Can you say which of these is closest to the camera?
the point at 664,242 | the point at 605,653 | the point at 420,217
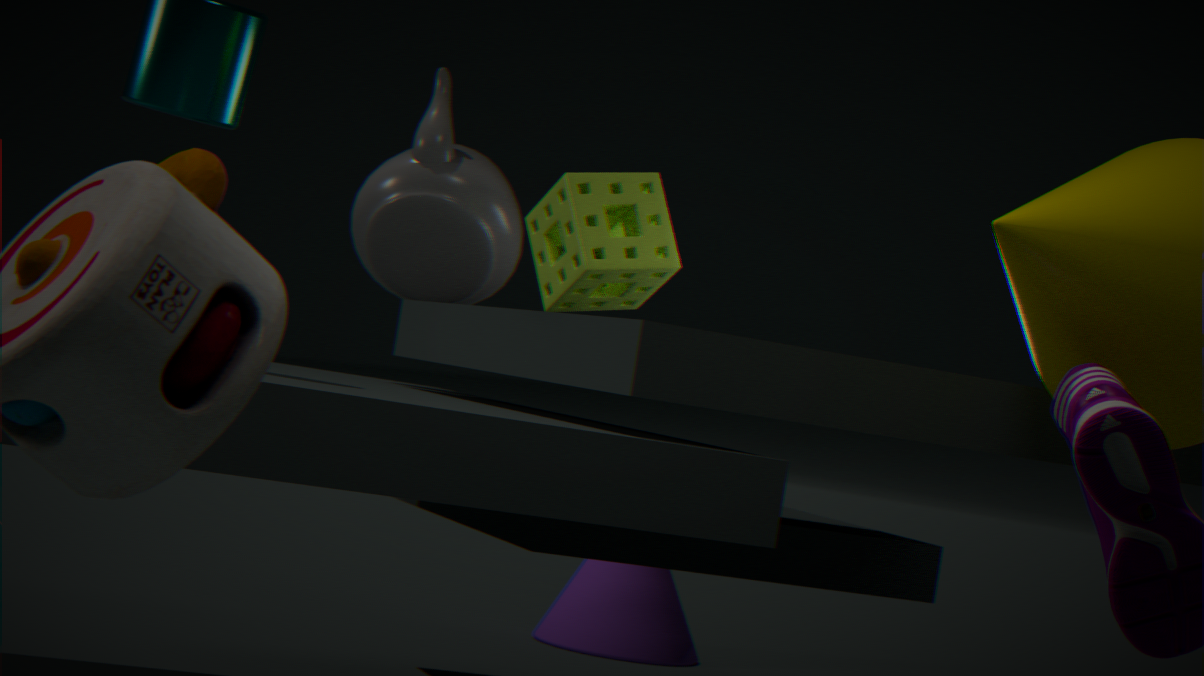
the point at 664,242
